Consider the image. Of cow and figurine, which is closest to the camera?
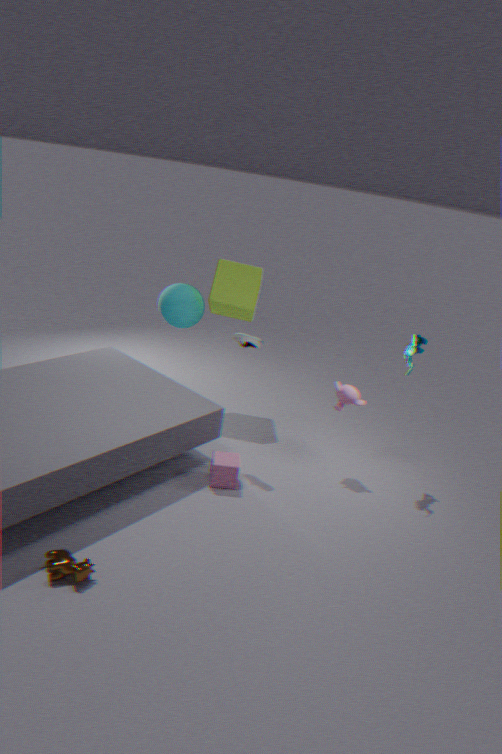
cow
